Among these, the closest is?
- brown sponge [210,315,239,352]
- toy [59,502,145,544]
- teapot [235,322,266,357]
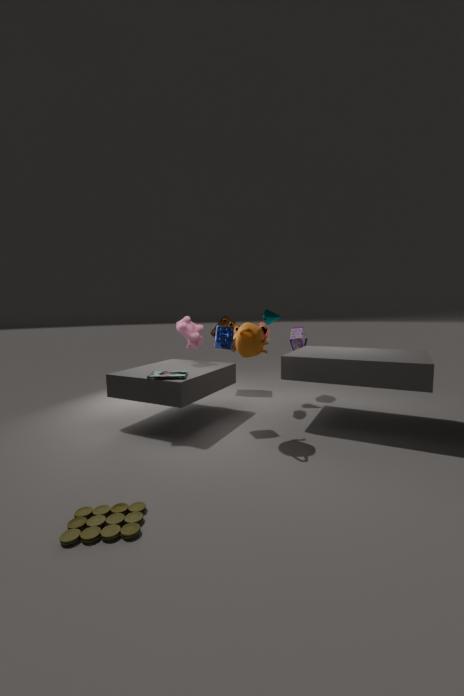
toy [59,502,145,544]
